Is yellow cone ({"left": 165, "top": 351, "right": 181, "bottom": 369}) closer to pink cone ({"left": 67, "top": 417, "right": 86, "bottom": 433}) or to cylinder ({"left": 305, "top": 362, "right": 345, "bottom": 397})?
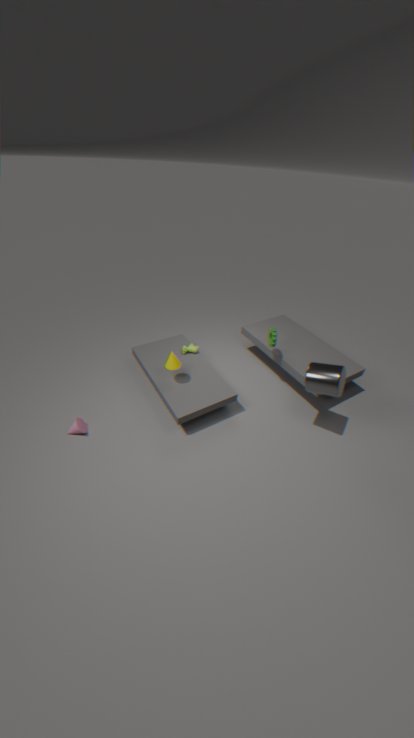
pink cone ({"left": 67, "top": 417, "right": 86, "bottom": 433})
